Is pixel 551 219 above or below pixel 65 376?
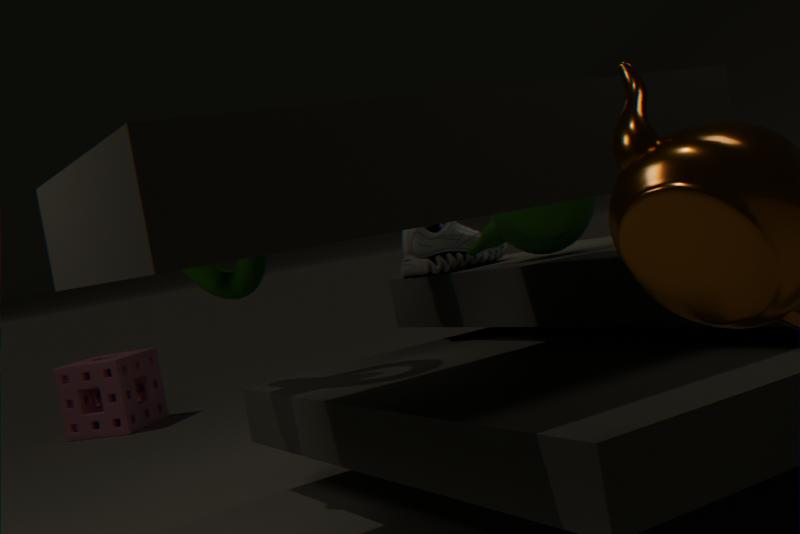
above
